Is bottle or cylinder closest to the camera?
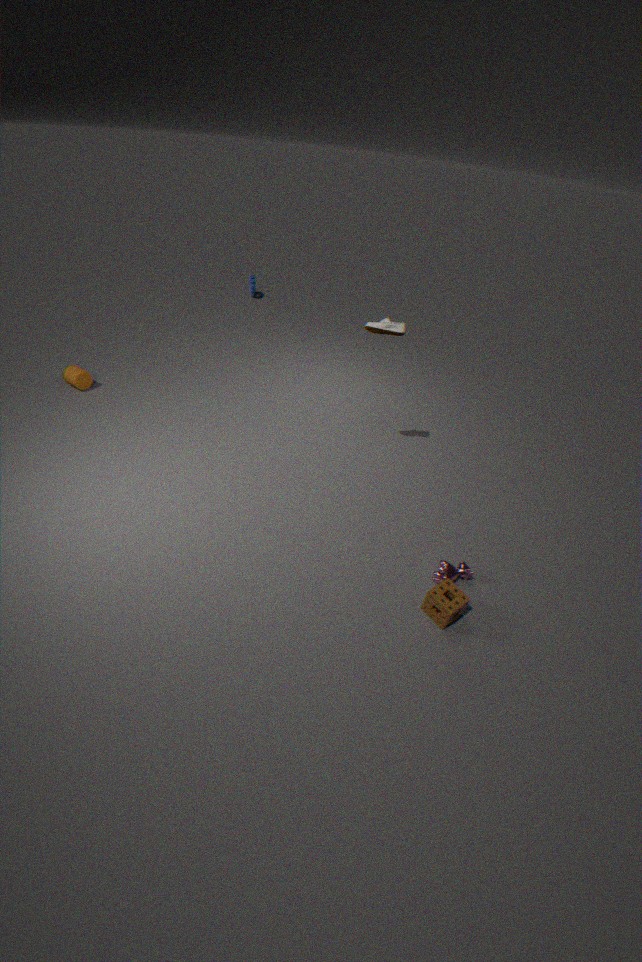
bottle
